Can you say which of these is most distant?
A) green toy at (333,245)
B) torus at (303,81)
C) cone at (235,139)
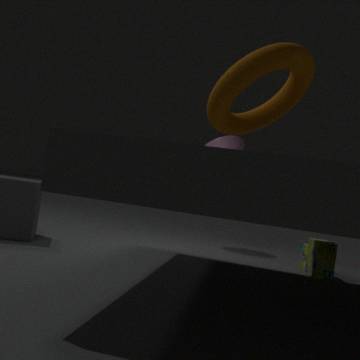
cone at (235,139)
